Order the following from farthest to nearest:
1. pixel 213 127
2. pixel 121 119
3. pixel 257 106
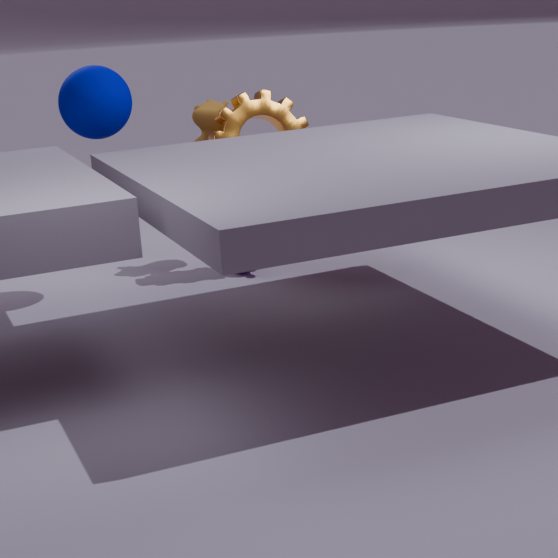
1. pixel 213 127
2. pixel 257 106
3. pixel 121 119
